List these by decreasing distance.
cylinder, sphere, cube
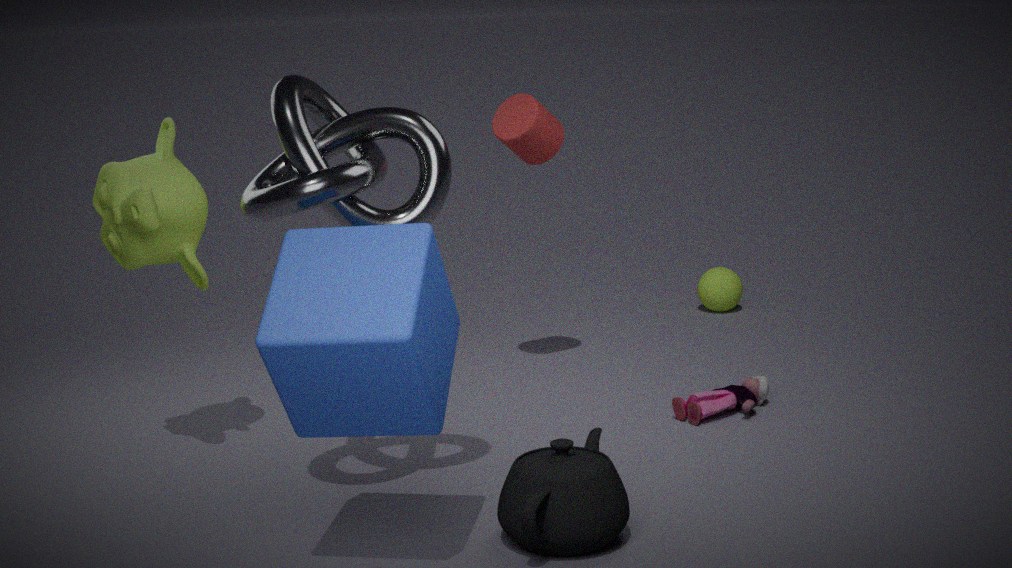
sphere → cylinder → cube
